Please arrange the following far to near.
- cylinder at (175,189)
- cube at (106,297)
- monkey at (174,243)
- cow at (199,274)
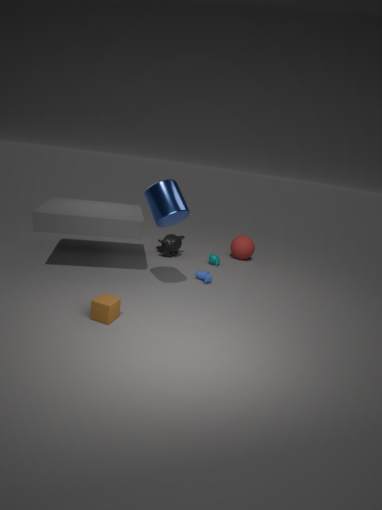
monkey at (174,243) → cow at (199,274) → cylinder at (175,189) → cube at (106,297)
